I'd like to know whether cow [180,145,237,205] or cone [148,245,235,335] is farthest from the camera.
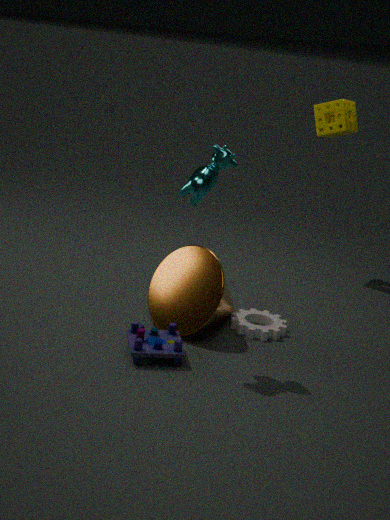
cone [148,245,235,335]
